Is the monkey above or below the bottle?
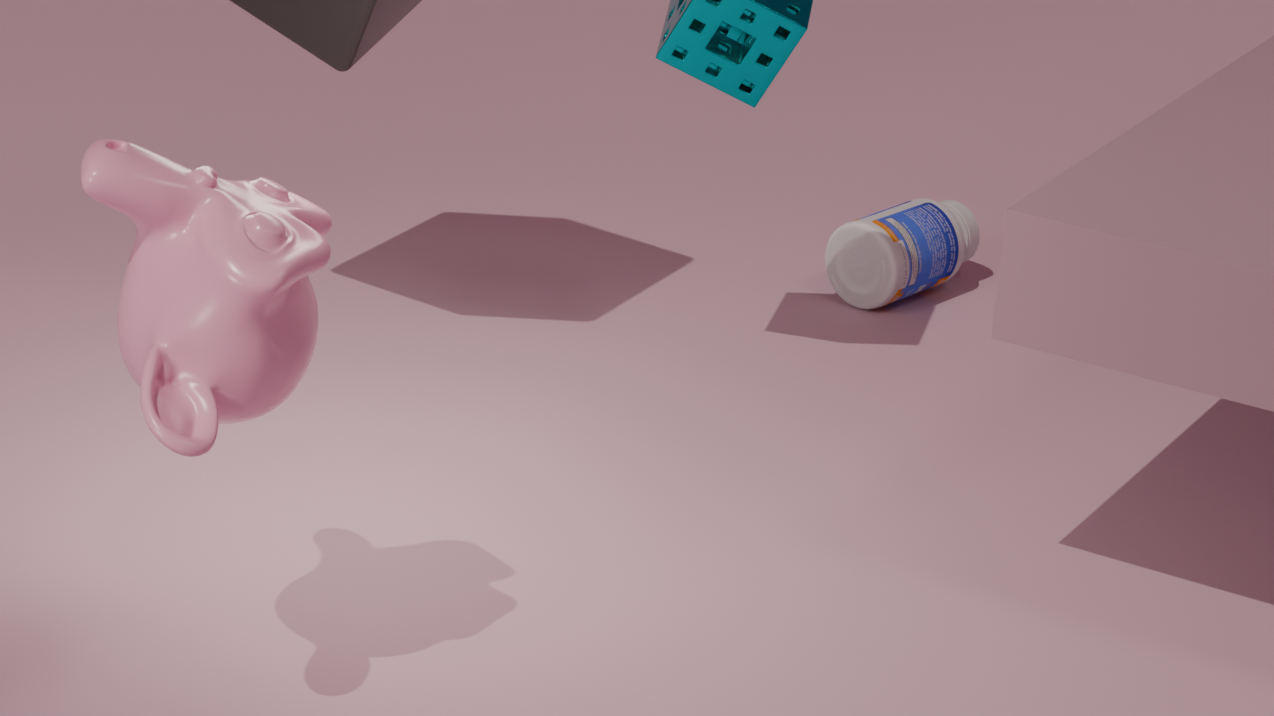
above
